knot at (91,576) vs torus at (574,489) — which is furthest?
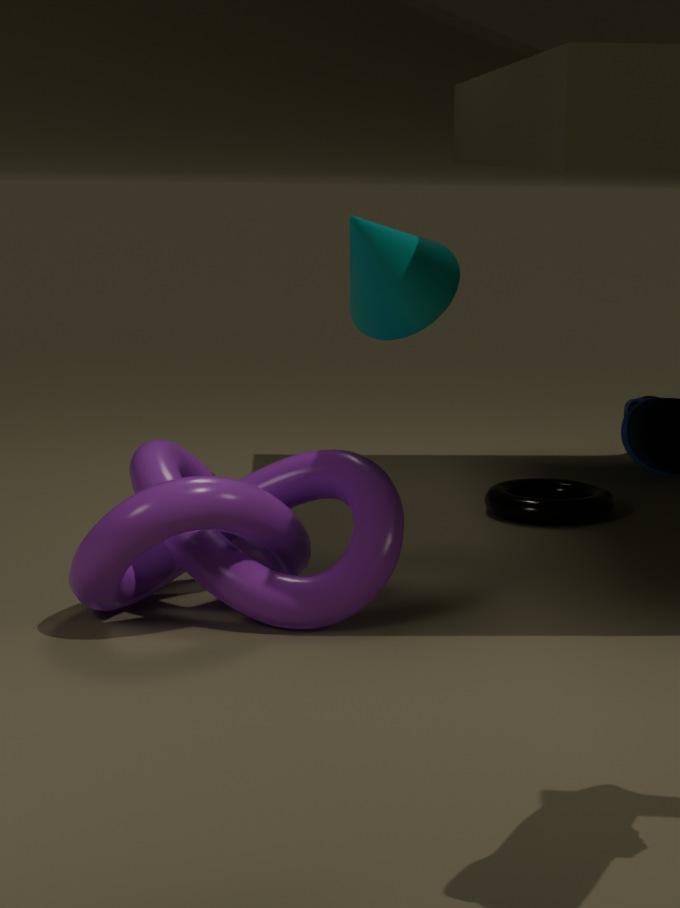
torus at (574,489)
